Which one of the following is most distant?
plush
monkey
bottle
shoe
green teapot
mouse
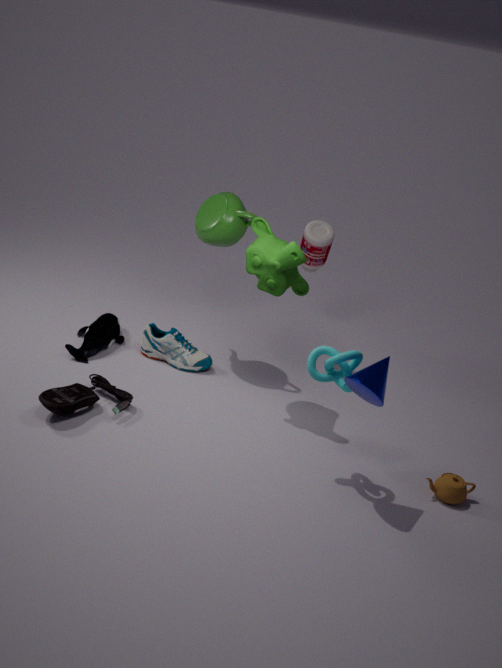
bottle
